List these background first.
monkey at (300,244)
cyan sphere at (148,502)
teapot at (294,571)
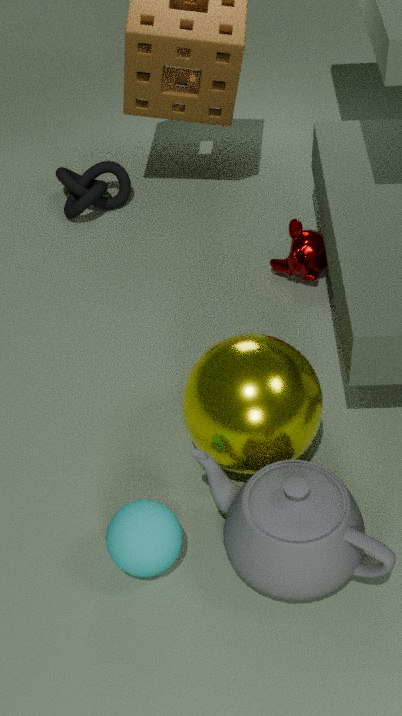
1. monkey at (300,244)
2. cyan sphere at (148,502)
3. teapot at (294,571)
